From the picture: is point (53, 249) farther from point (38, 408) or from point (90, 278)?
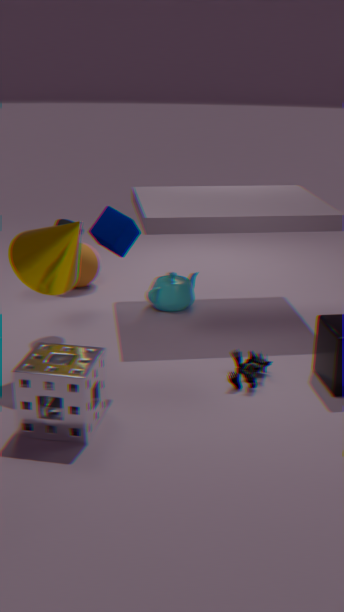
point (90, 278)
